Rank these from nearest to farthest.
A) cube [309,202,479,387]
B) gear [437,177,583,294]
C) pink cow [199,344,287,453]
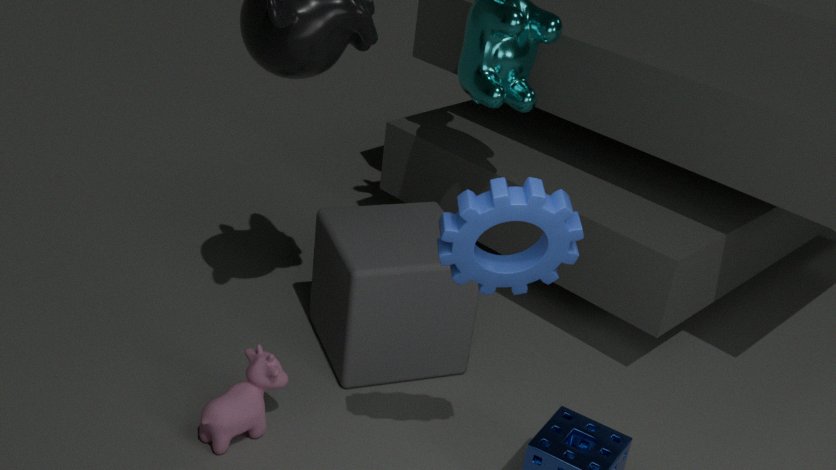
gear [437,177,583,294], pink cow [199,344,287,453], cube [309,202,479,387]
